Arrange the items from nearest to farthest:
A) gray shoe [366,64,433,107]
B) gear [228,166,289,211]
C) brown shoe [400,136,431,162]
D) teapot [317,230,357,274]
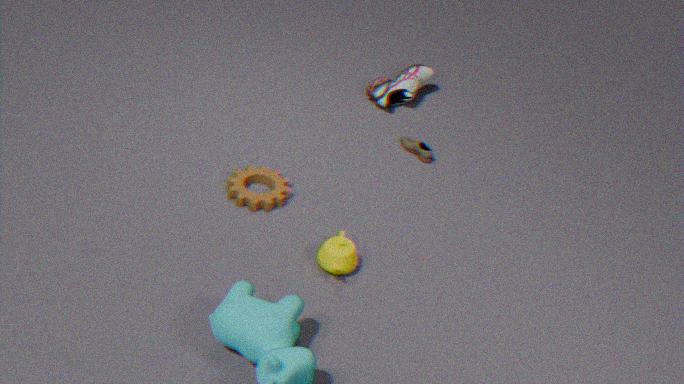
1. teapot [317,230,357,274]
2. gear [228,166,289,211]
3. brown shoe [400,136,431,162]
4. gray shoe [366,64,433,107]
